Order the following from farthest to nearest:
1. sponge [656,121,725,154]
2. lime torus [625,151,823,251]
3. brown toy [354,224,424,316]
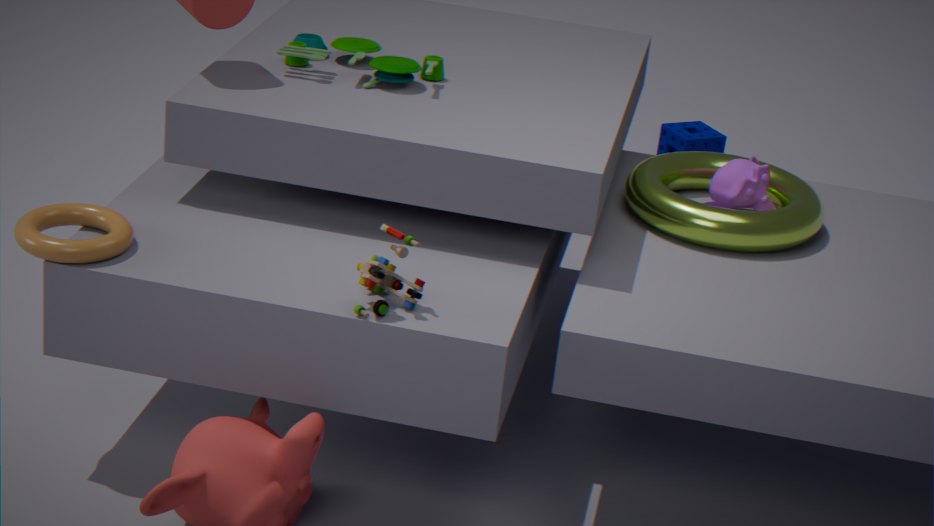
sponge [656,121,725,154], lime torus [625,151,823,251], brown toy [354,224,424,316]
